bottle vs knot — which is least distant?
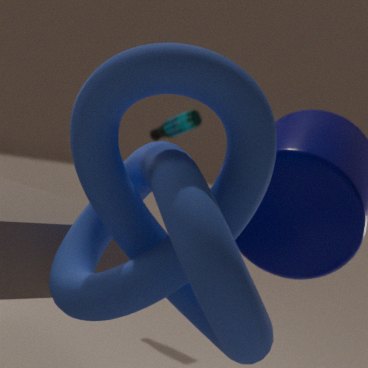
knot
